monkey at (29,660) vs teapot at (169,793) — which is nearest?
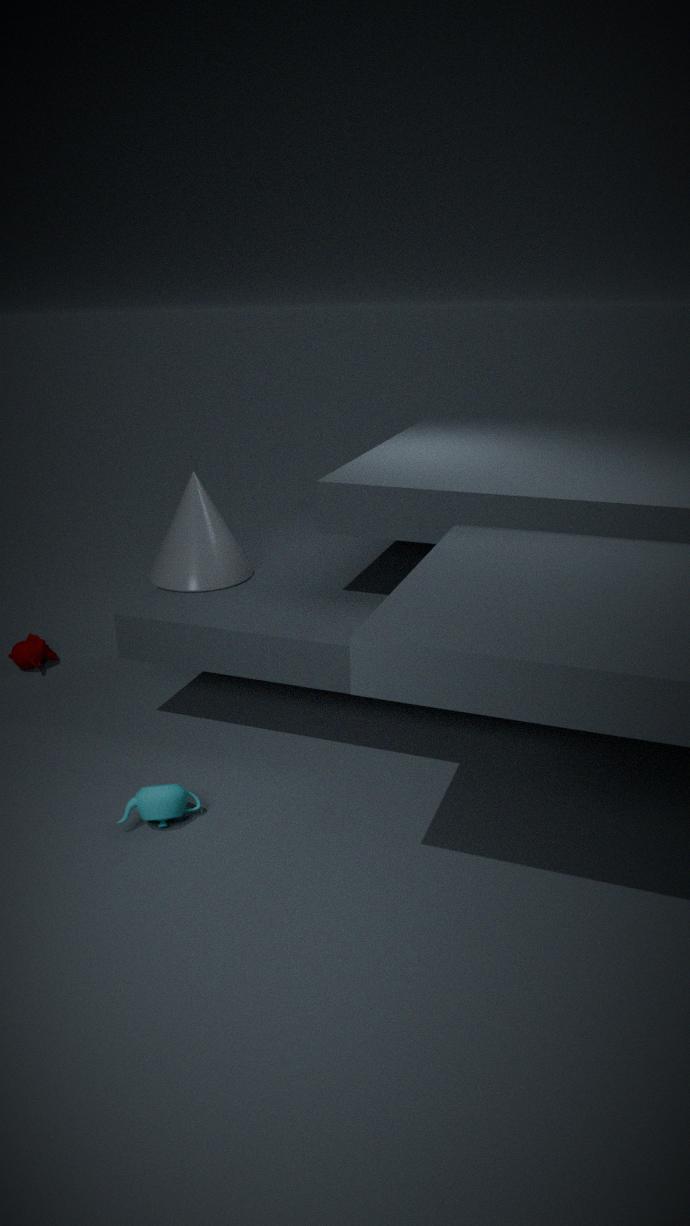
teapot at (169,793)
